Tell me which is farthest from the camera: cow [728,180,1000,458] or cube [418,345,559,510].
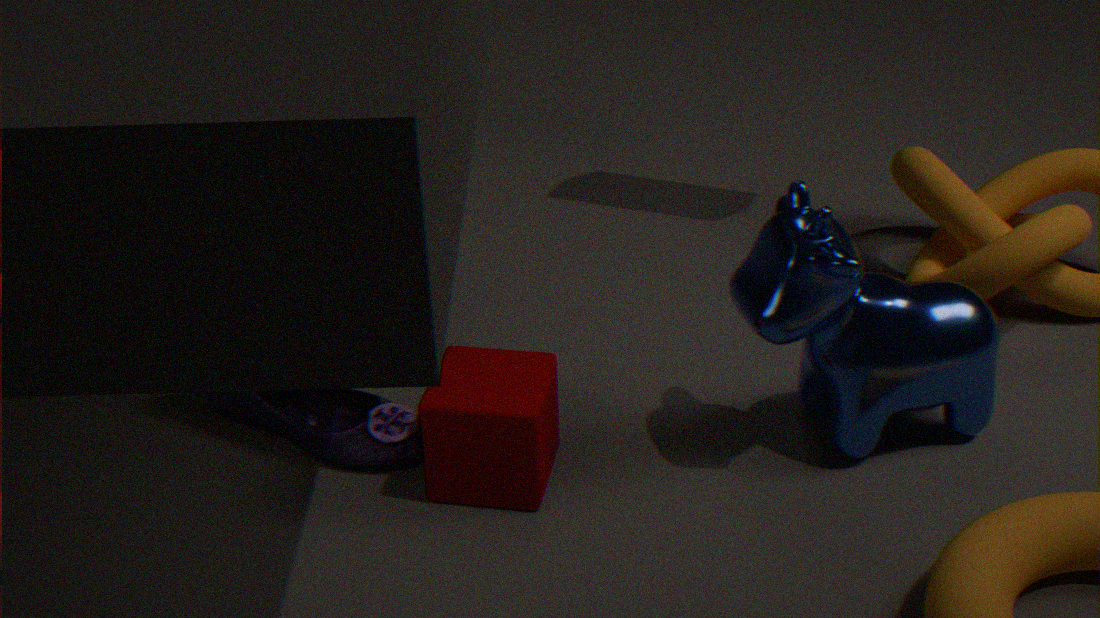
cube [418,345,559,510]
